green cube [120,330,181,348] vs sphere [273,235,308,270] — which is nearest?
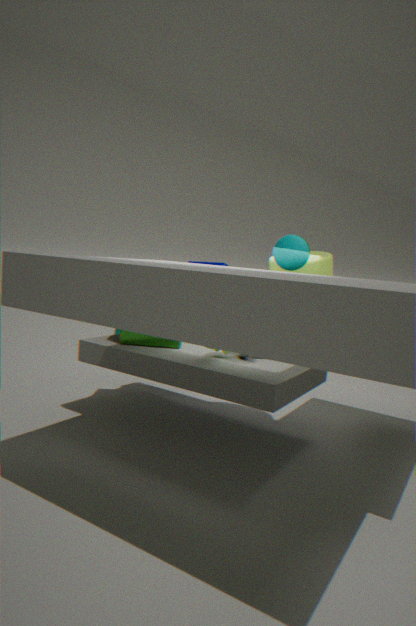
sphere [273,235,308,270]
